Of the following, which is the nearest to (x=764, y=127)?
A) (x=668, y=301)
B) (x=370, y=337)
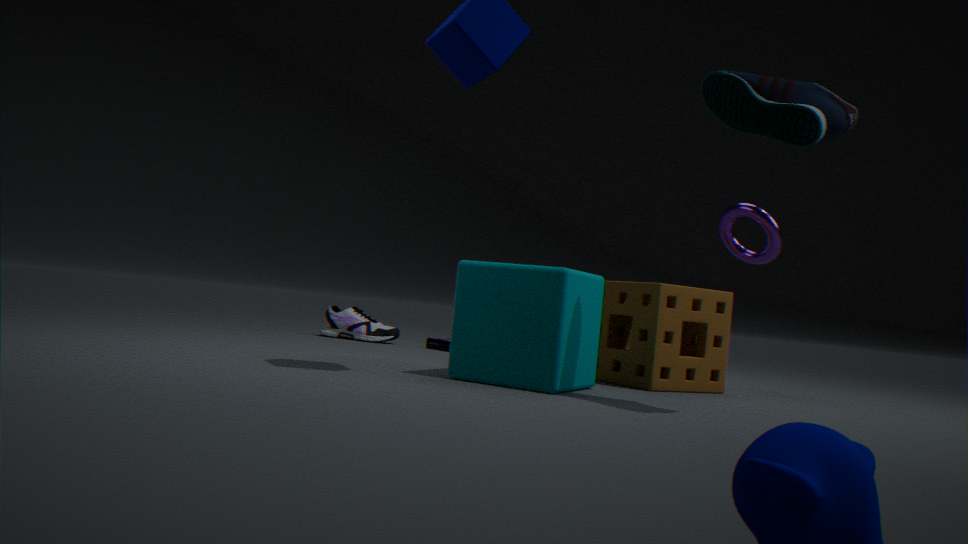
(x=668, y=301)
